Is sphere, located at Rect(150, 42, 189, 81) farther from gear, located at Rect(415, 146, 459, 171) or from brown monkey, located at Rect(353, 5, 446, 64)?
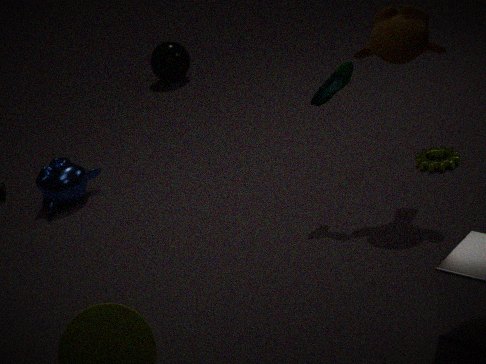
brown monkey, located at Rect(353, 5, 446, 64)
